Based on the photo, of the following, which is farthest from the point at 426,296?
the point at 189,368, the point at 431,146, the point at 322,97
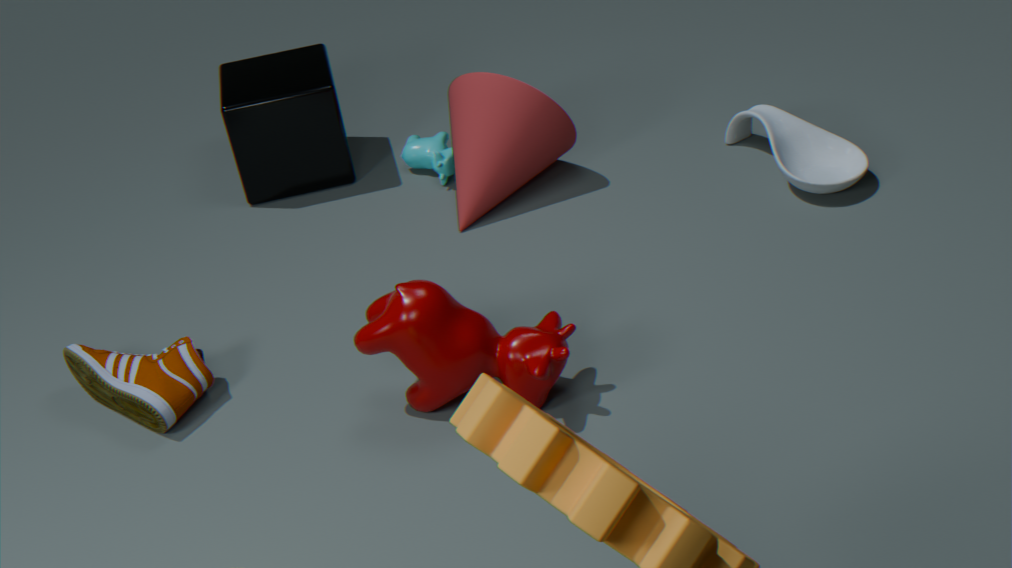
the point at 322,97
